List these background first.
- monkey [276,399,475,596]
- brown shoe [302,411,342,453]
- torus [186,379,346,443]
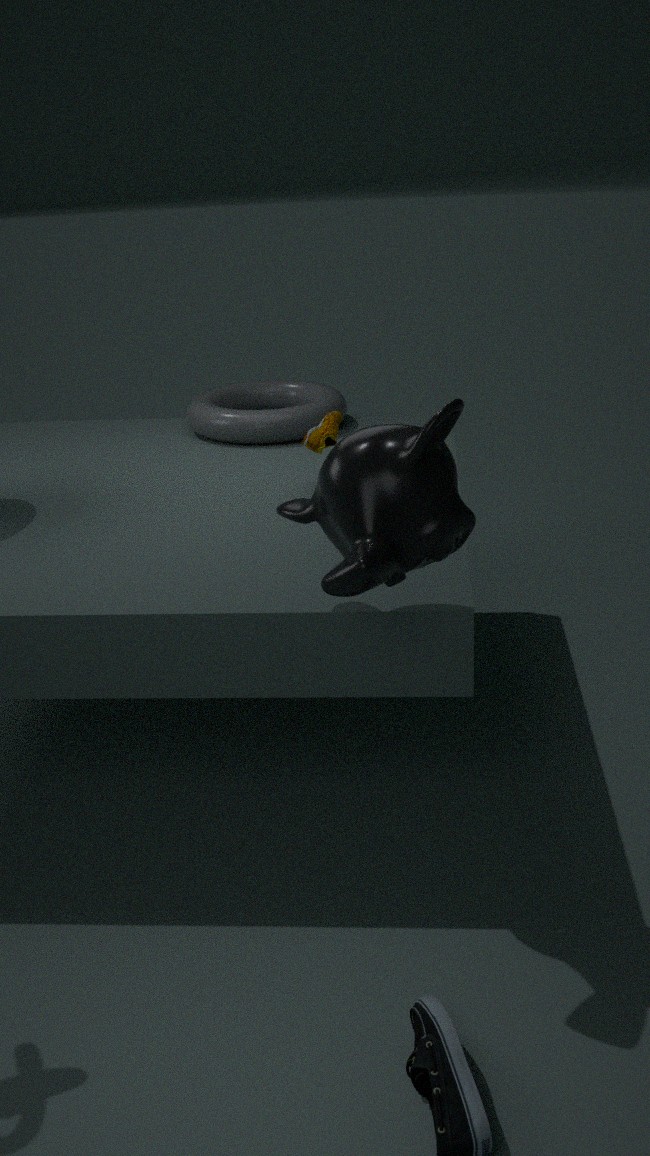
torus [186,379,346,443]
brown shoe [302,411,342,453]
monkey [276,399,475,596]
